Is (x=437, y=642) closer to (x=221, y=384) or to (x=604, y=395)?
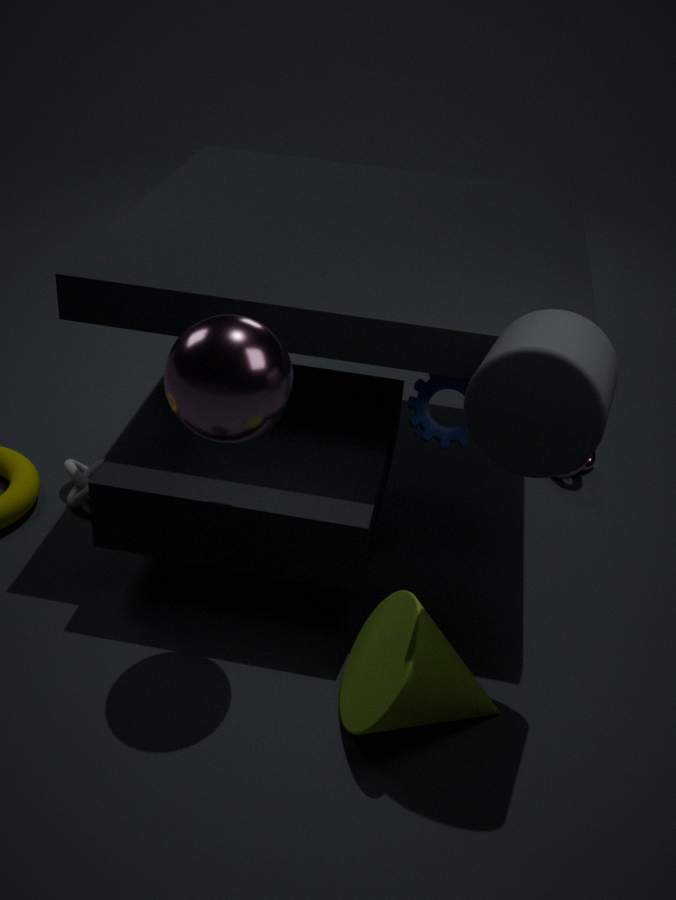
(x=604, y=395)
